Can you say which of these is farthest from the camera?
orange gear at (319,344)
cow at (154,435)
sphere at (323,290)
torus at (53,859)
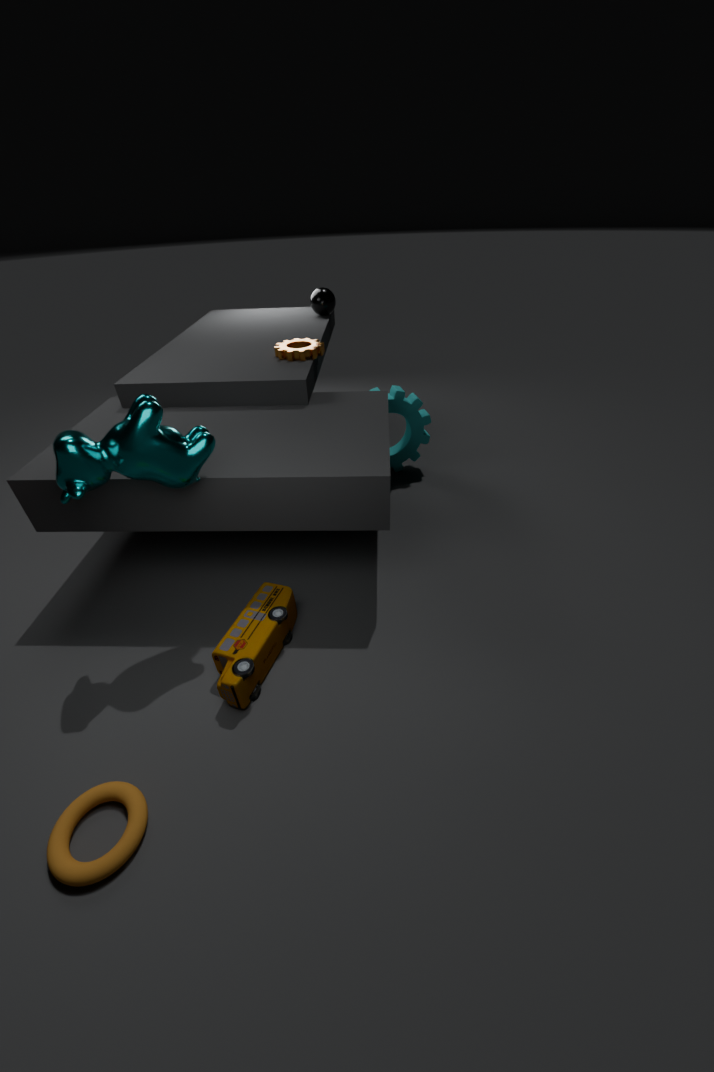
sphere at (323,290)
